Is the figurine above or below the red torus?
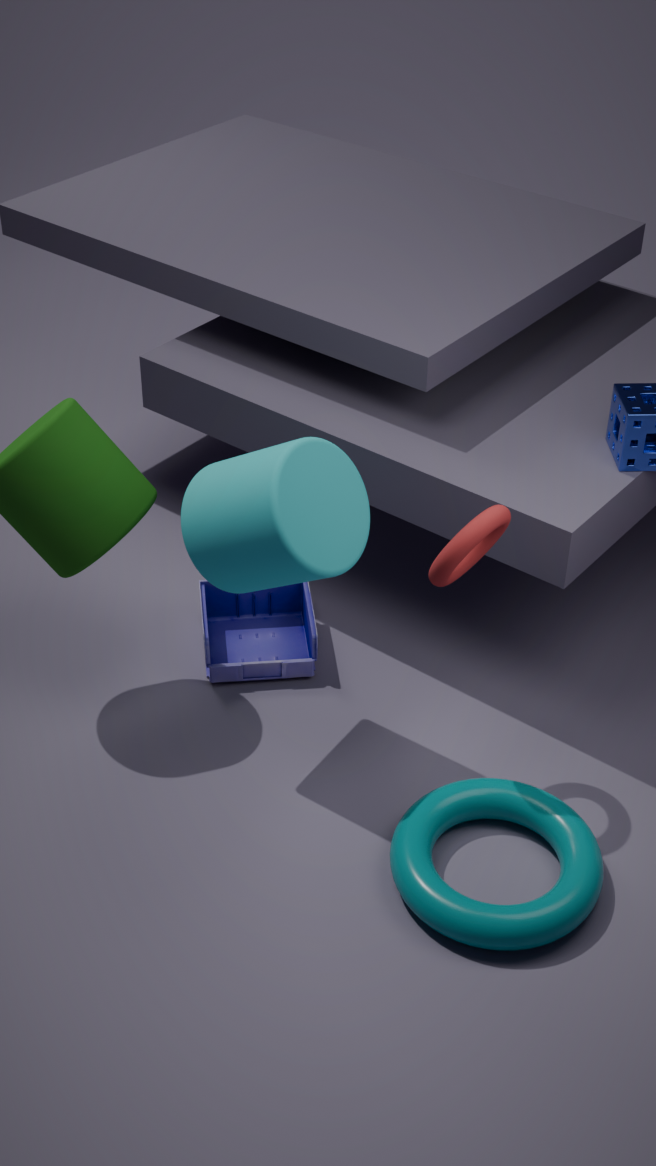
below
